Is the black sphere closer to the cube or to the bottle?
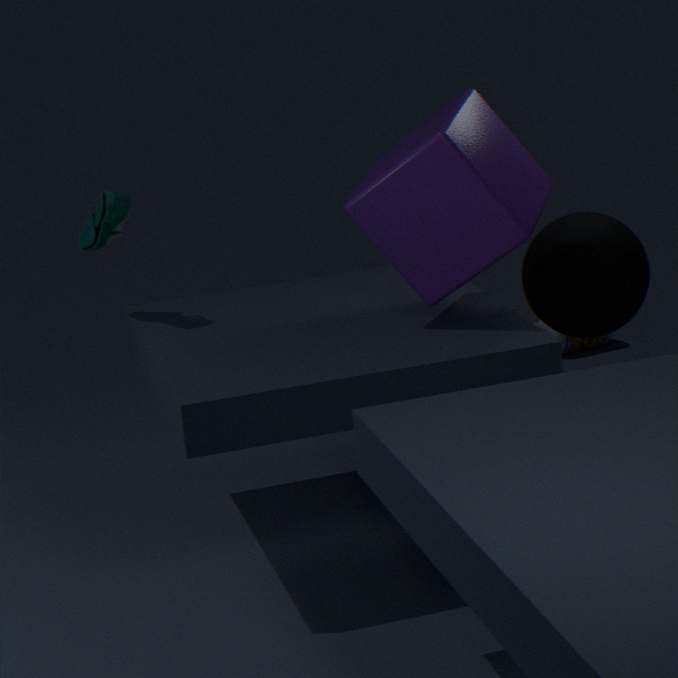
the cube
